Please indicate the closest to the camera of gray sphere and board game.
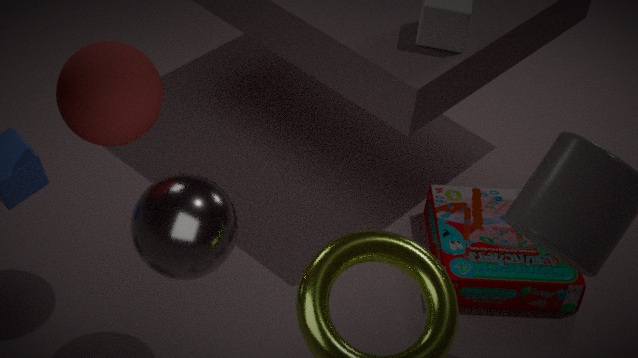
gray sphere
